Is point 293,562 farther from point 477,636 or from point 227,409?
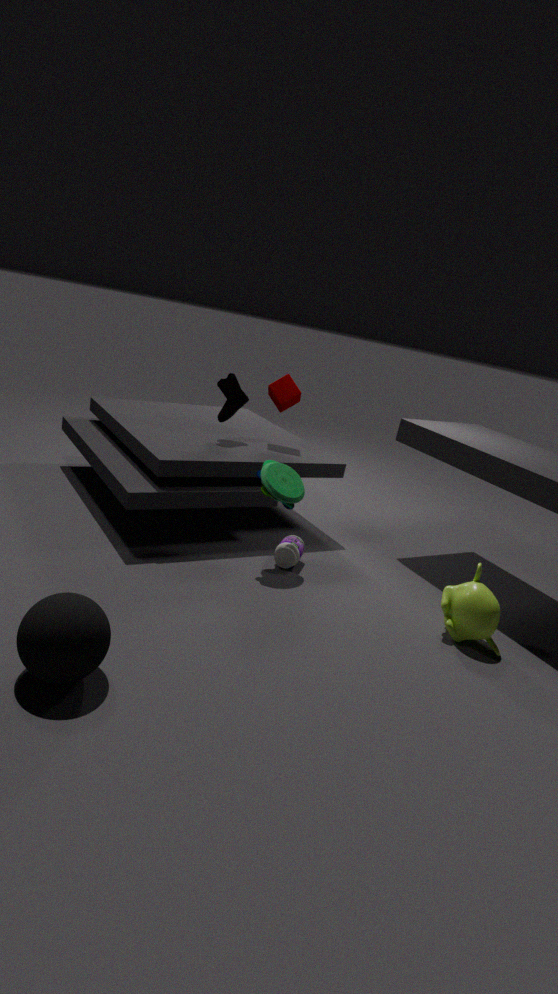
point 227,409
